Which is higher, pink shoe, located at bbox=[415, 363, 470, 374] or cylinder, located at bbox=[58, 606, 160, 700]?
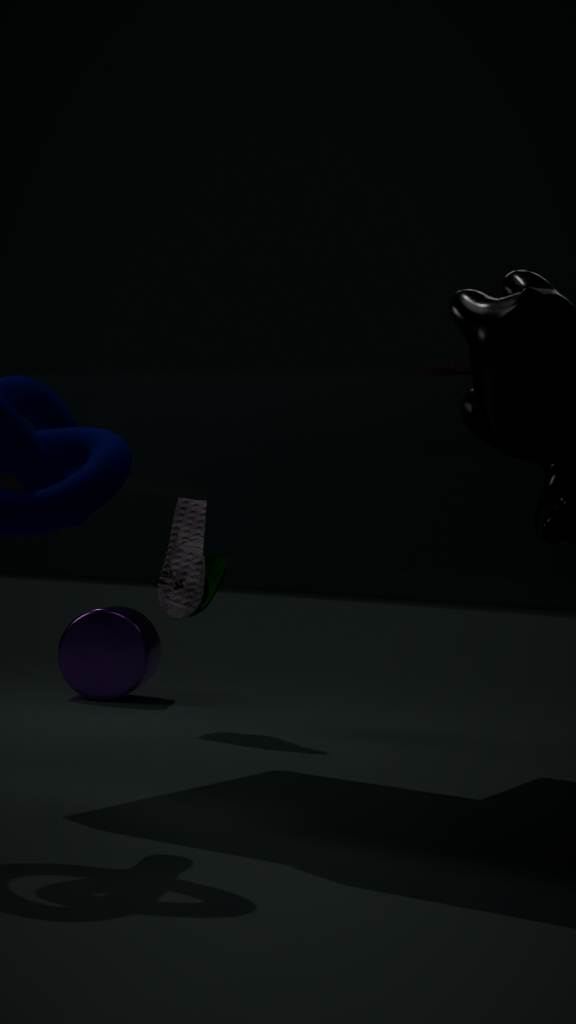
pink shoe, located at bbox=[415, 363, 470, 374]
